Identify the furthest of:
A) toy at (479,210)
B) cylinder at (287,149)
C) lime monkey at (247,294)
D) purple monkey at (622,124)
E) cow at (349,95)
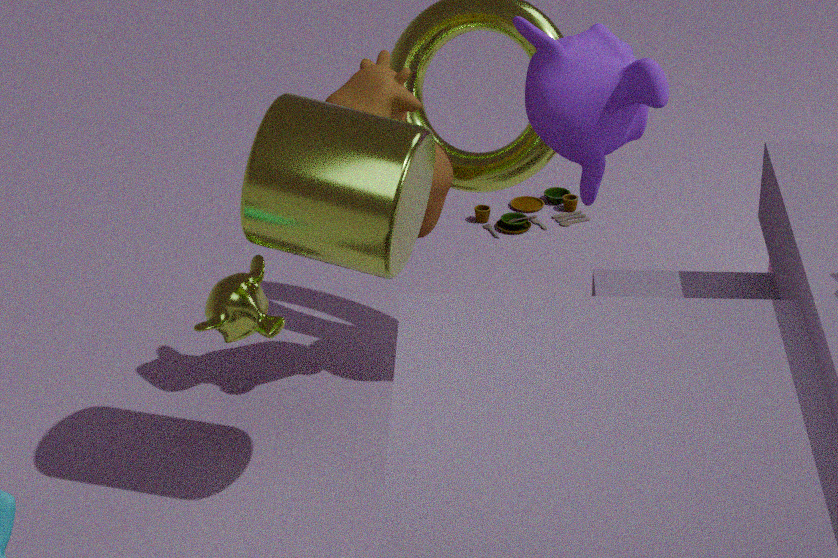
toy at (479,210)
